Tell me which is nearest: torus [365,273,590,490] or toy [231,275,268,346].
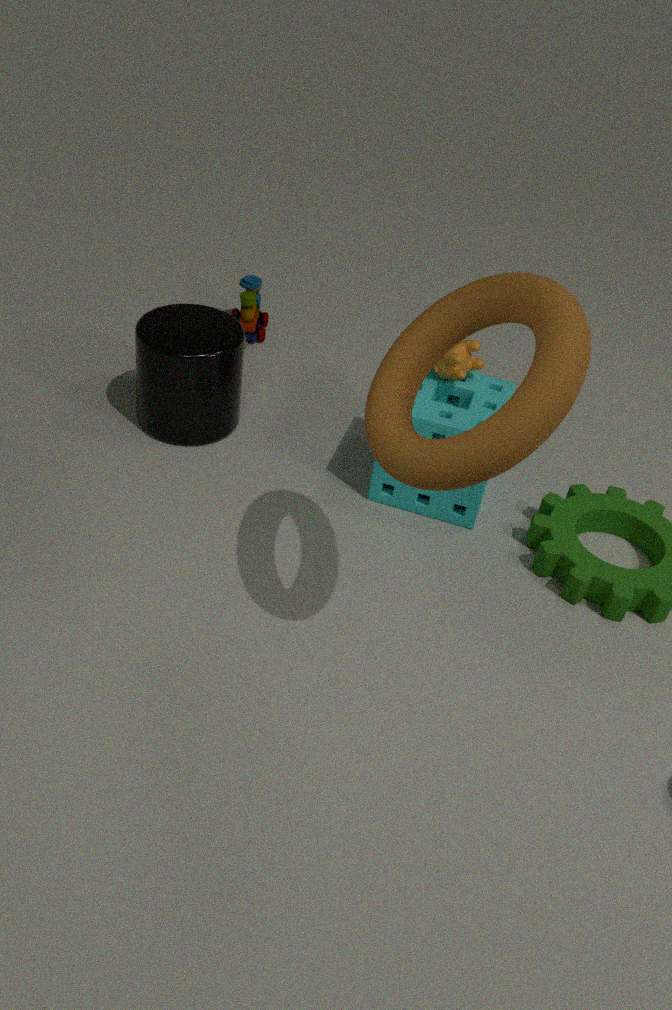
torus [365,273,590,490]
